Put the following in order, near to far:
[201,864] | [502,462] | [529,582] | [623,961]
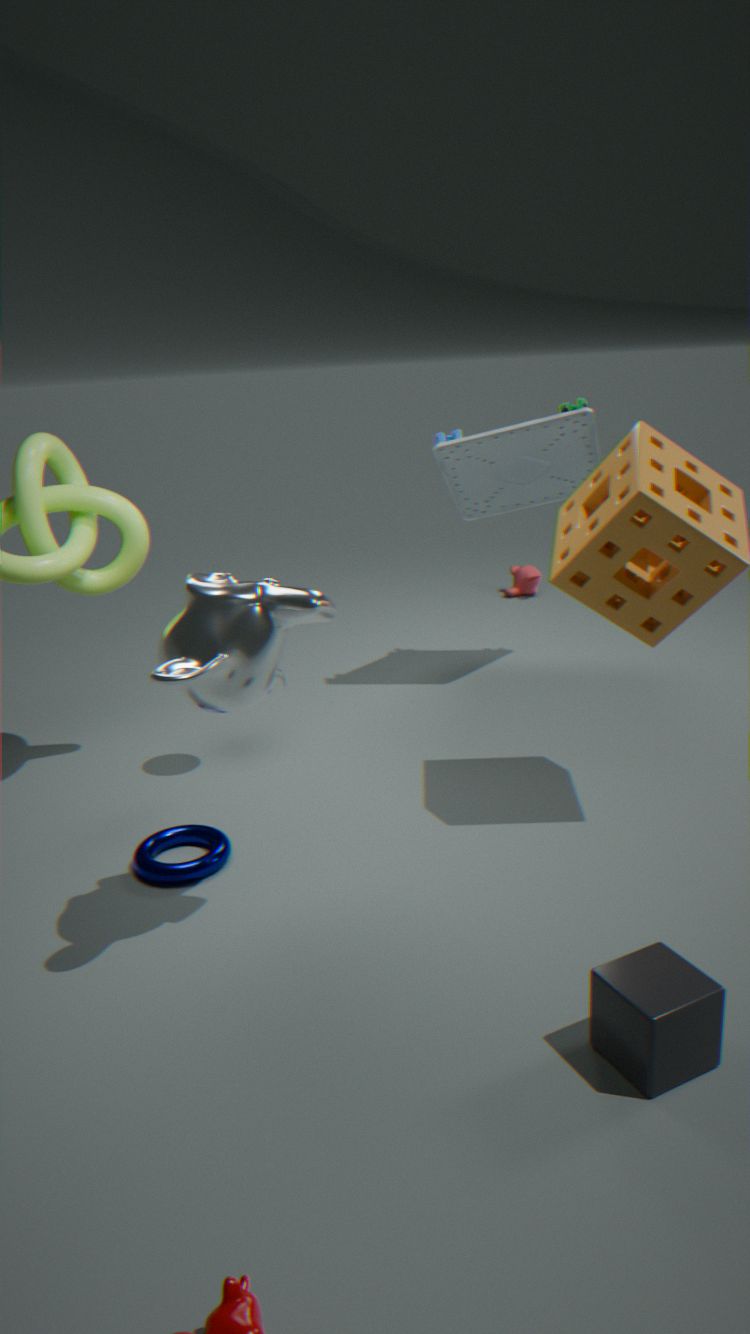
[623,961]
[201,864]
[502,462]
[529,582]
